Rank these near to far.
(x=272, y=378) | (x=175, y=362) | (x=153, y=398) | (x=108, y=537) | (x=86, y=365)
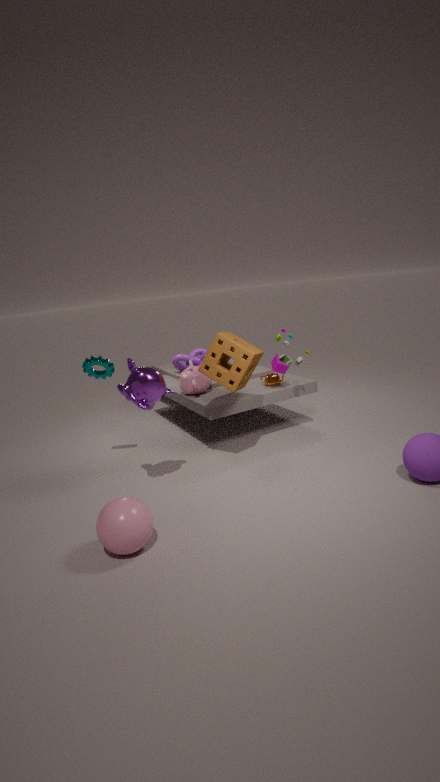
1. (x=108, y=537)
2. (x=153, y=398)
3. (x=86, y=365)
4. (x=272, y=378)
5. (x=175, y=362)
